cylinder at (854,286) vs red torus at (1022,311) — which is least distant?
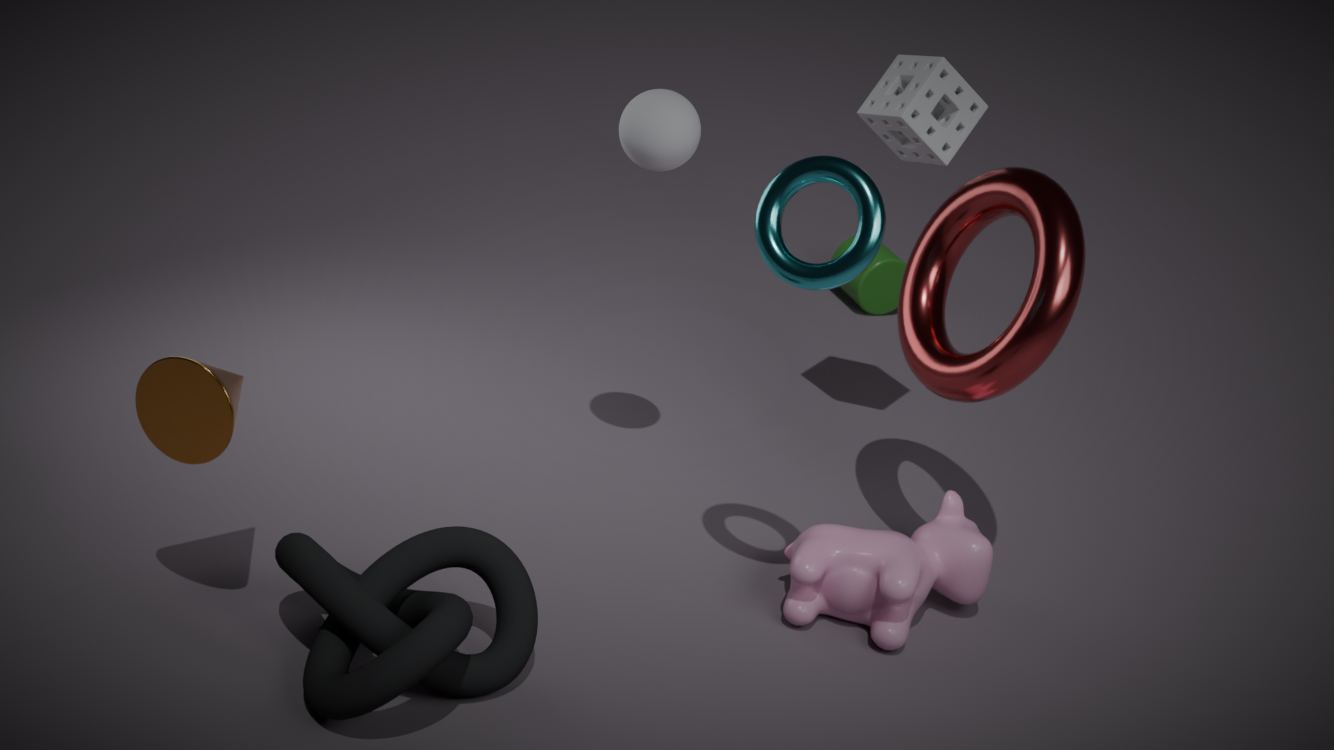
red torus at (1022,311)
